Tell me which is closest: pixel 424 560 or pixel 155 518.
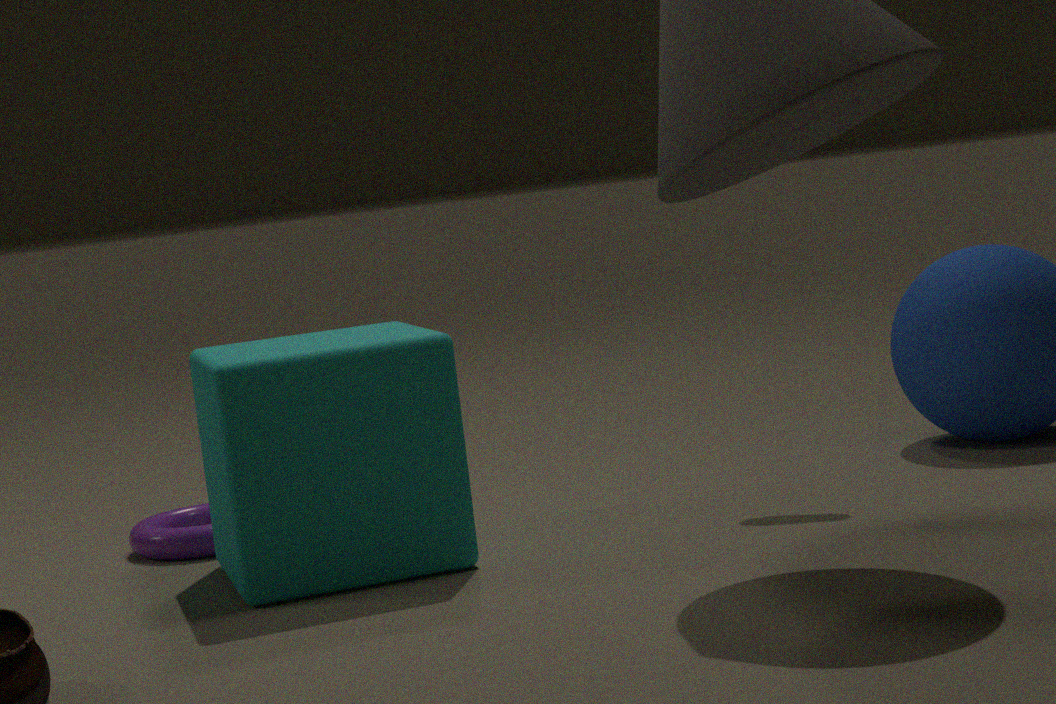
pixel 424 560
